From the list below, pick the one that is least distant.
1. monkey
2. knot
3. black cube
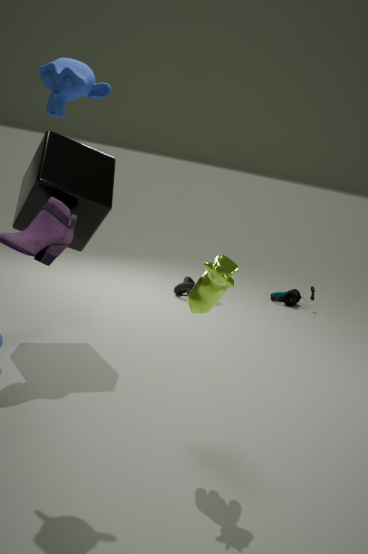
monkey
